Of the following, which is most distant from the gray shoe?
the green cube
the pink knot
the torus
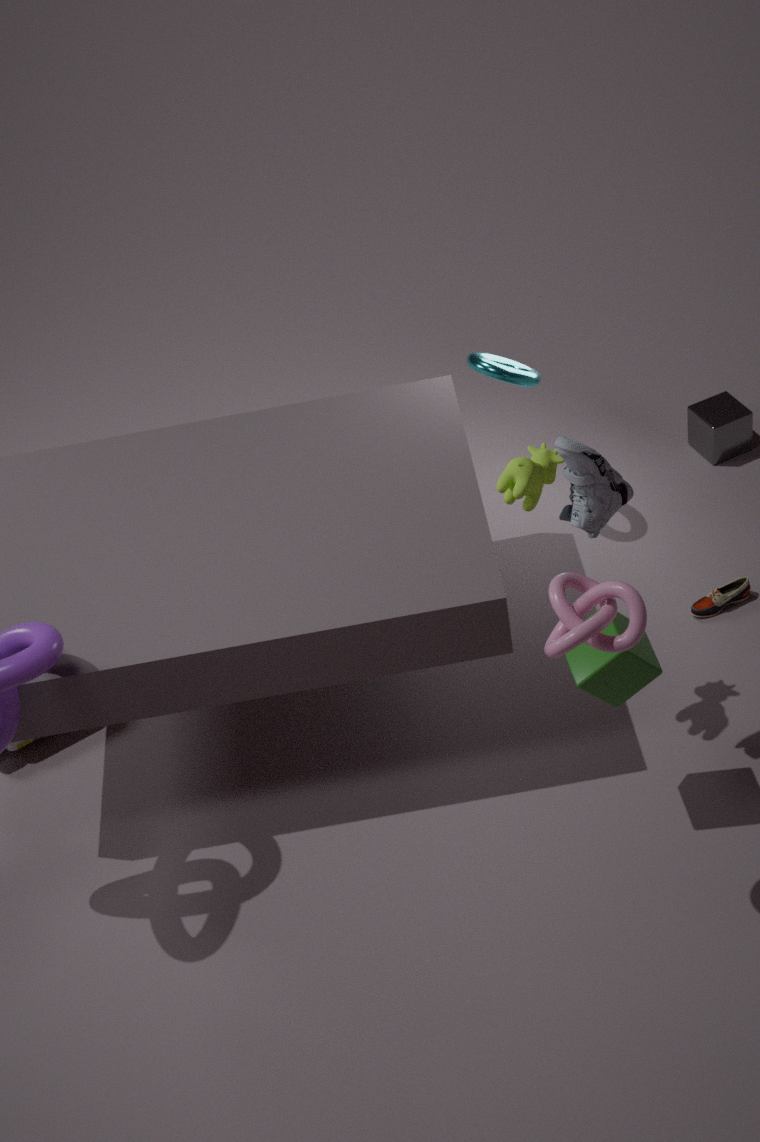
the torus
